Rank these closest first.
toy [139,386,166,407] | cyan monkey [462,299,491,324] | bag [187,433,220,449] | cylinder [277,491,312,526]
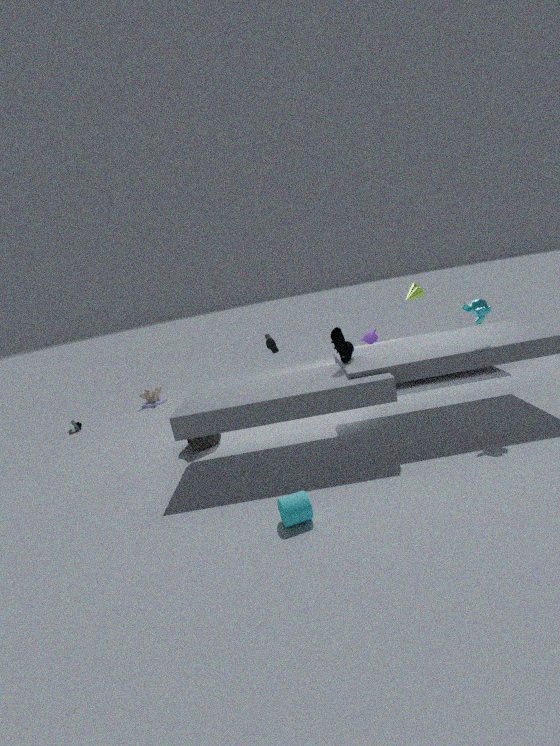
1. cylinder [277,491,312,526]
2. cyan monkey [462,299,491,324]
3. bag [187,433,220,449]
4. toy [139,386,166,407]
